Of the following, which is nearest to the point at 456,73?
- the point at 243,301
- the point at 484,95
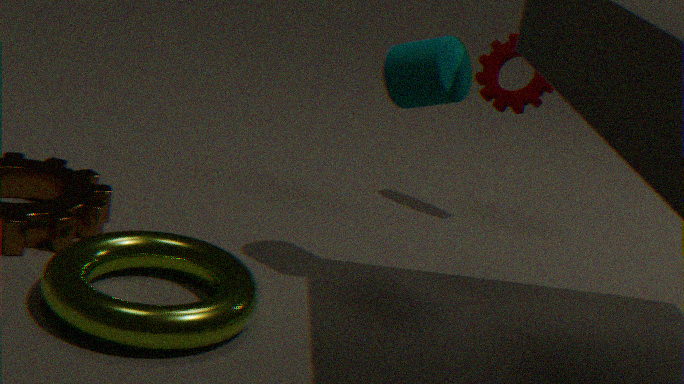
the point at 484,95
